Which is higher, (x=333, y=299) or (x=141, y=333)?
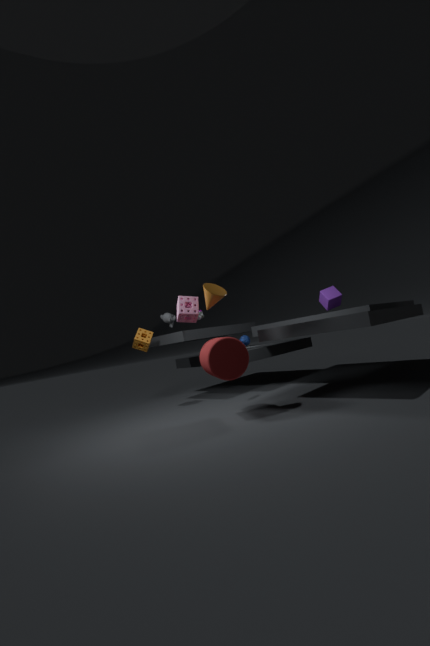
(x=333, y=299)
